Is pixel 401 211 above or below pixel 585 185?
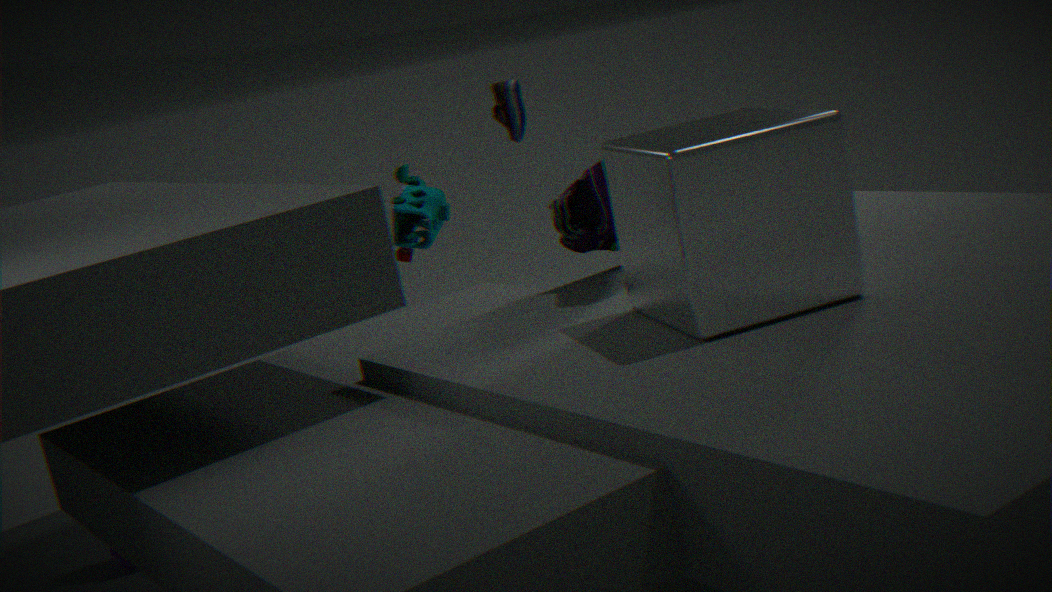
below
